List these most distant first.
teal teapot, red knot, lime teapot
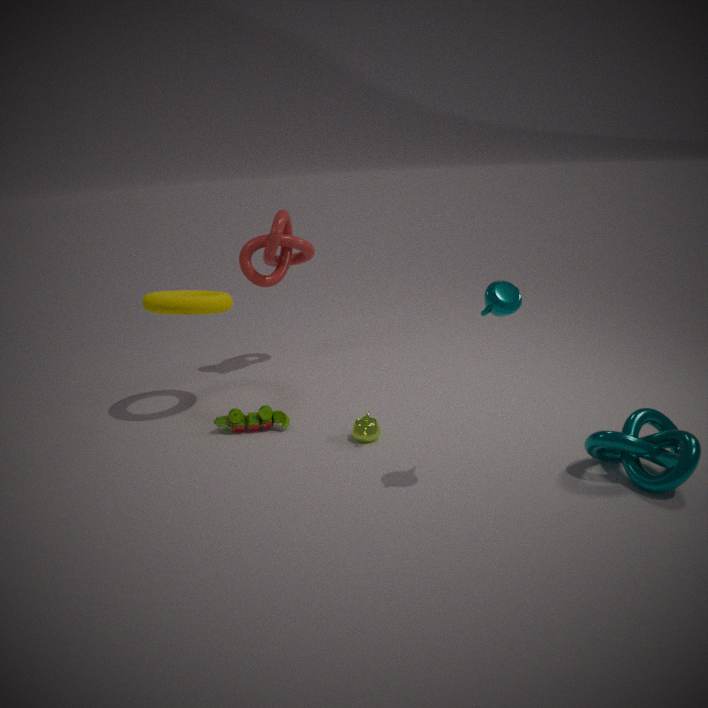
red knot < lime teapot < teal teapot
